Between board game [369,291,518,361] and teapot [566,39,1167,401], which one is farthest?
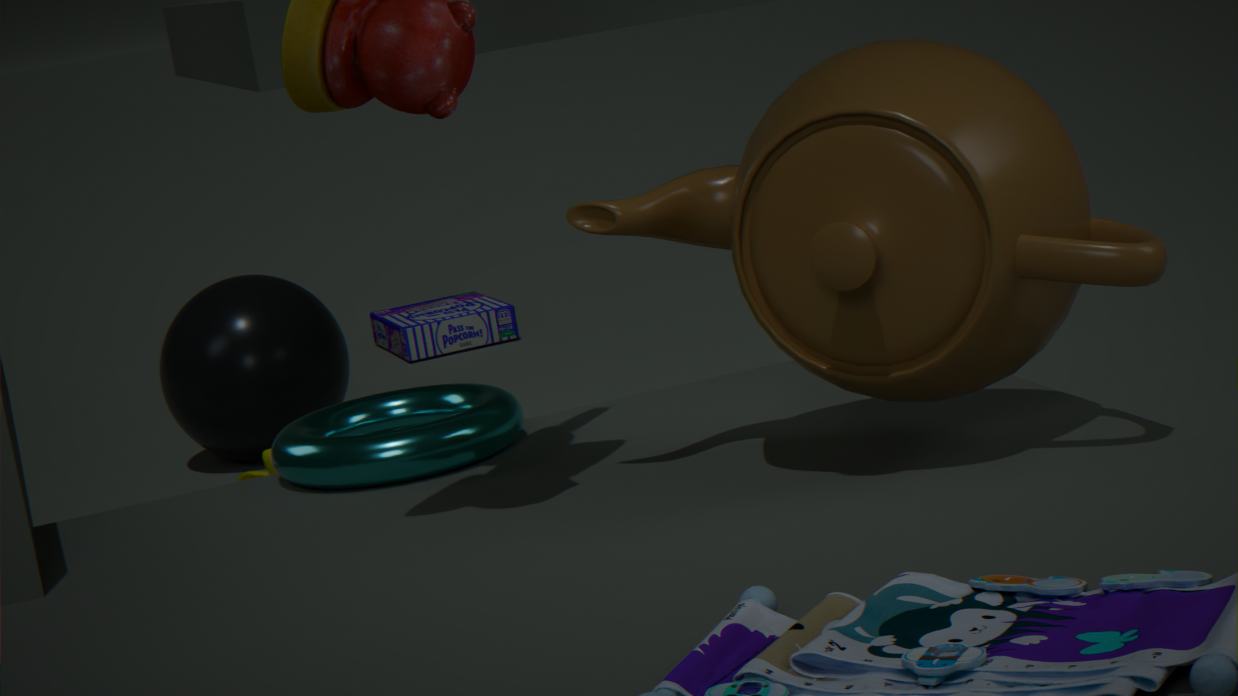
board game [369,291,518,361]
